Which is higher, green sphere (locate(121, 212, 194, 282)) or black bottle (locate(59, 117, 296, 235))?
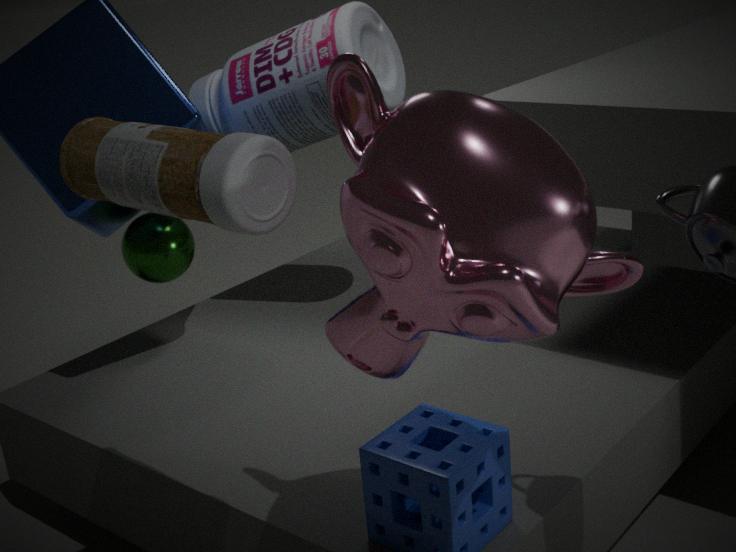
black bottle (locate(59, 117, 296, 235))
